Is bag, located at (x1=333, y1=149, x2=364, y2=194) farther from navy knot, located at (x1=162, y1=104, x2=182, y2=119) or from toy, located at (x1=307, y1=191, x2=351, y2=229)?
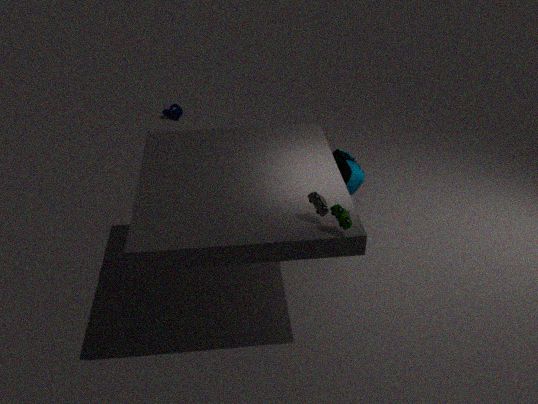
navy knot, located at (x1=162, y1=104, x2=182, y2=119)
